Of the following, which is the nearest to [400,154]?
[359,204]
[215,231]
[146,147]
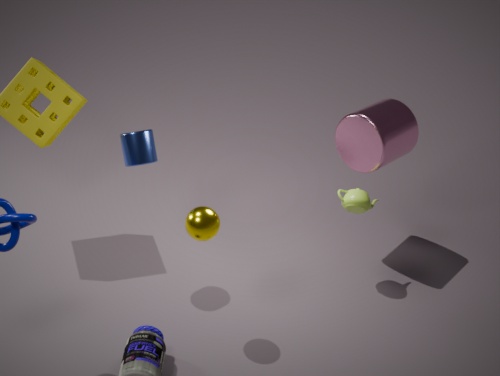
[359,204]
